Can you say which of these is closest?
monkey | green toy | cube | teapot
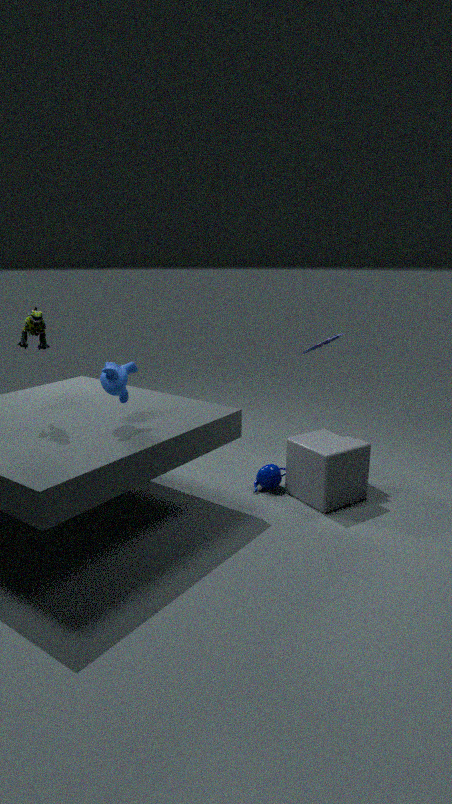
green toy
